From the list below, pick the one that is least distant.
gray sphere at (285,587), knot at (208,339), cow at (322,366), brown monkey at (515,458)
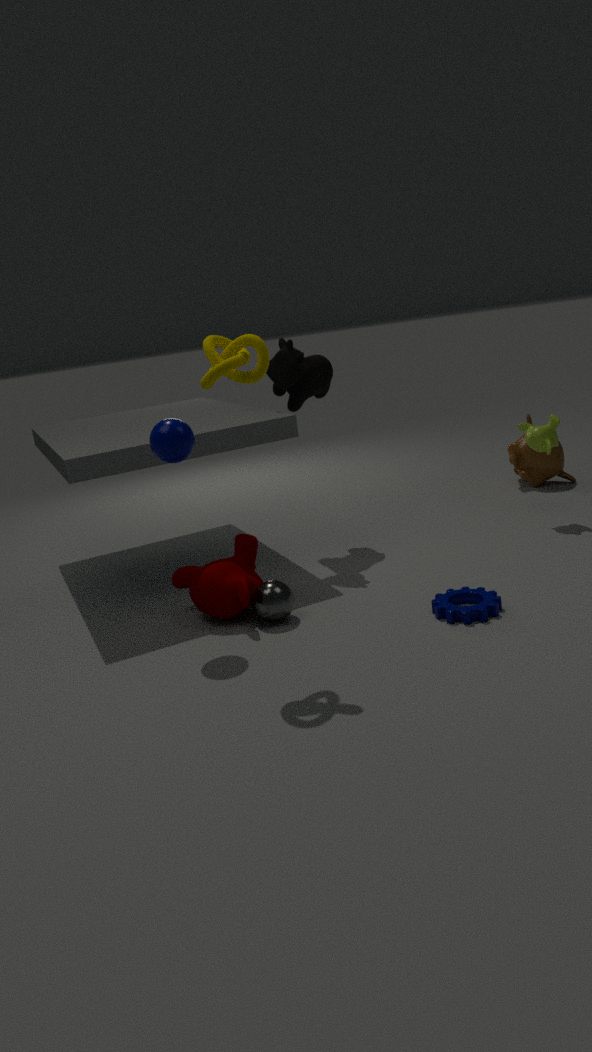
knot at (208,339)
